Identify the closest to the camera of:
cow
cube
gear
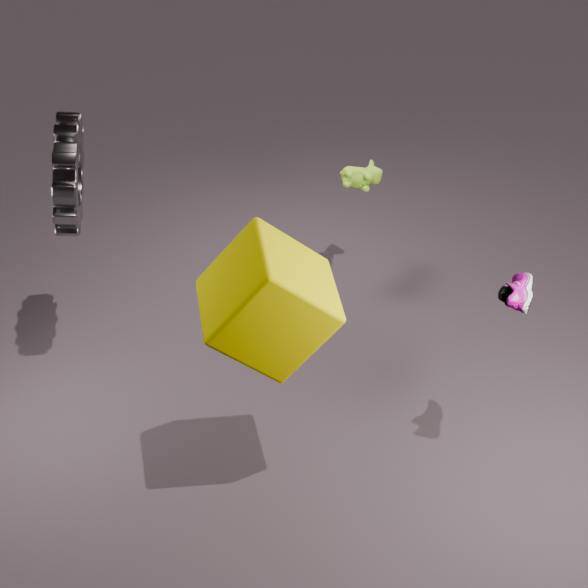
cube
